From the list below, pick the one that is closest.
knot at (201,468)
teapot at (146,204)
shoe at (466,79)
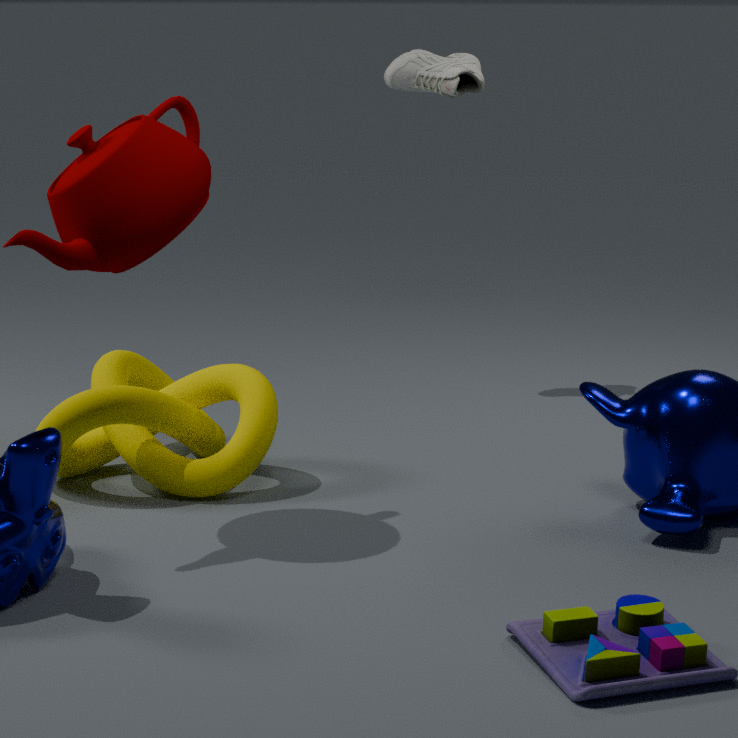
teapot at (146,204)
